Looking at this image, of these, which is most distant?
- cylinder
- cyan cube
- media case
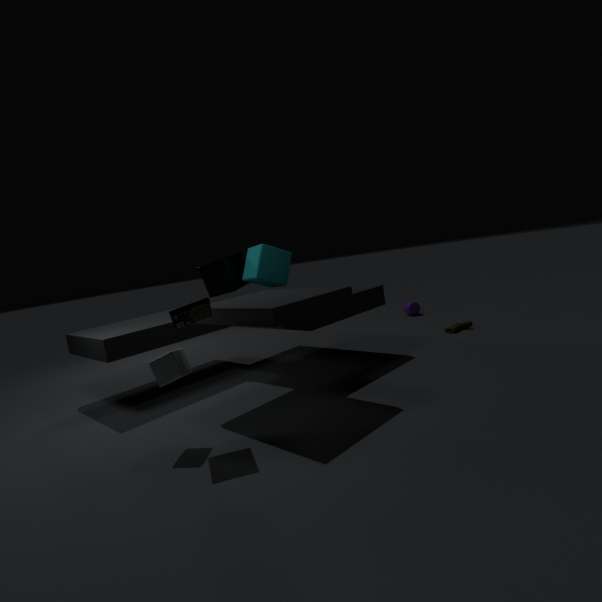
cylinder
